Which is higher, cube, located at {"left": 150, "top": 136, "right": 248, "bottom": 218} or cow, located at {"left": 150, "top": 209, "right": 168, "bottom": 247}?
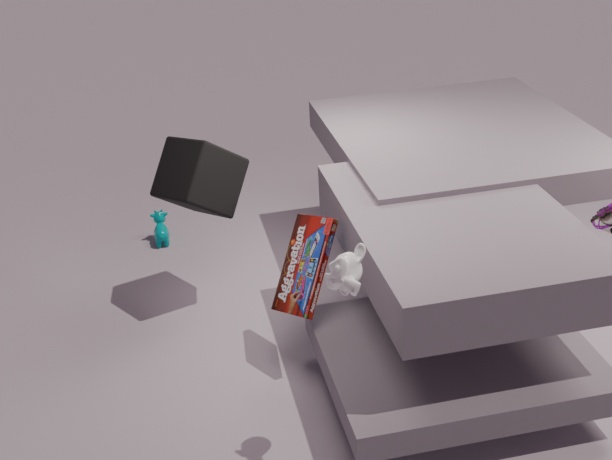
cube, located at {"left": 150, "top": 136, "right": 248, "bottom": 218}
